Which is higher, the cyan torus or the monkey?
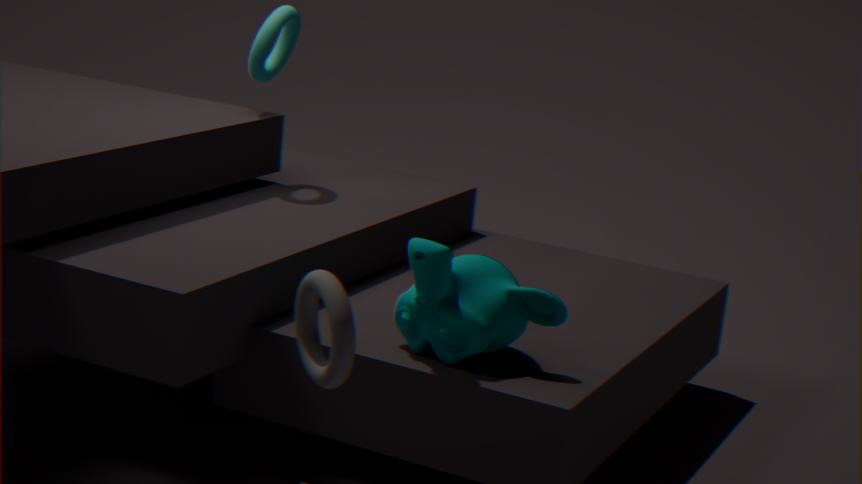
the cyan torus
